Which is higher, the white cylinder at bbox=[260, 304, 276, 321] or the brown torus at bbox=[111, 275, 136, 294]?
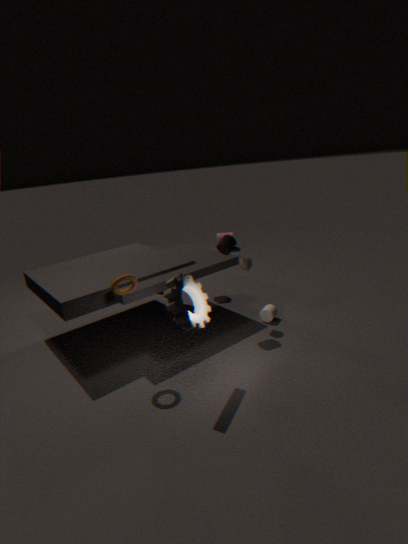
the brown torus at bbox=[111, 275, 136, 294]
